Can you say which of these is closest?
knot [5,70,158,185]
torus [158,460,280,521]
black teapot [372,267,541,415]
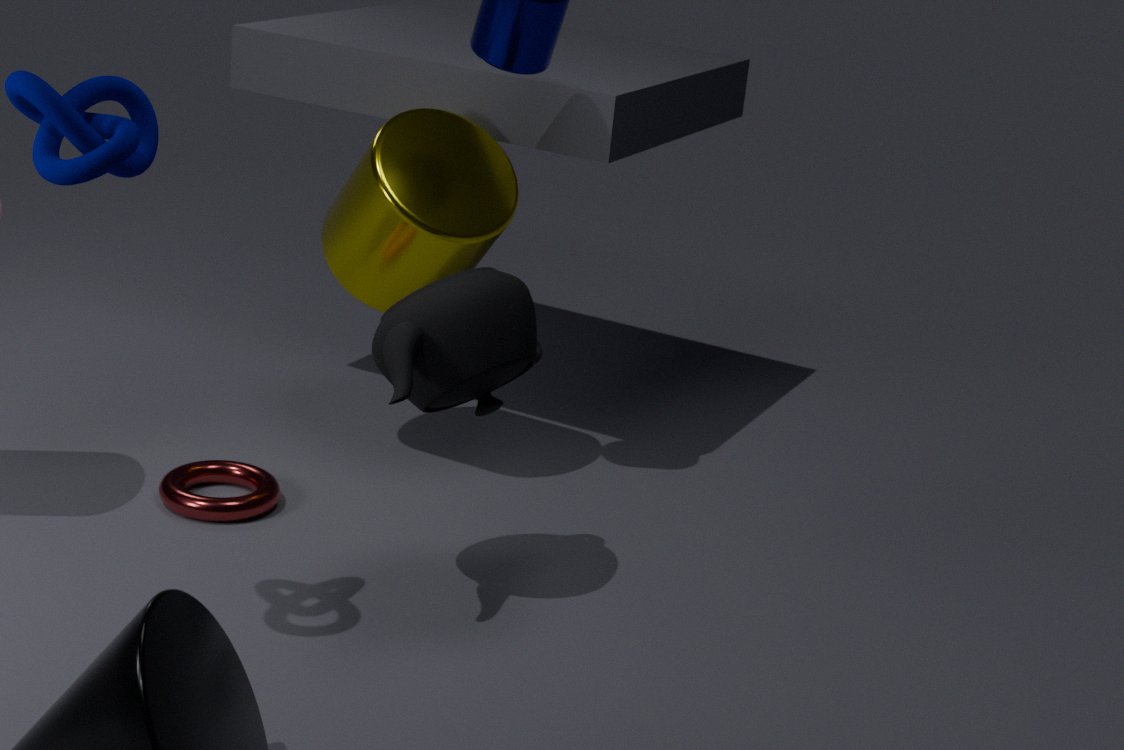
knot [5,70,158,185]
